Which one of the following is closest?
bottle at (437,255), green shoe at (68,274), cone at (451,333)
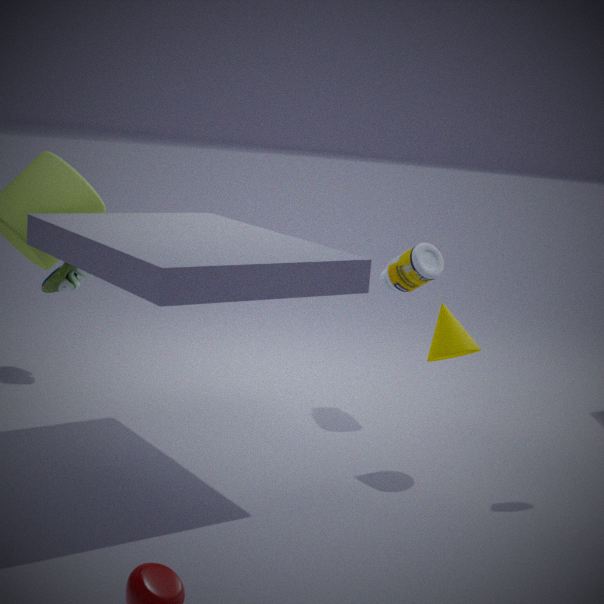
cone at (451,333)
